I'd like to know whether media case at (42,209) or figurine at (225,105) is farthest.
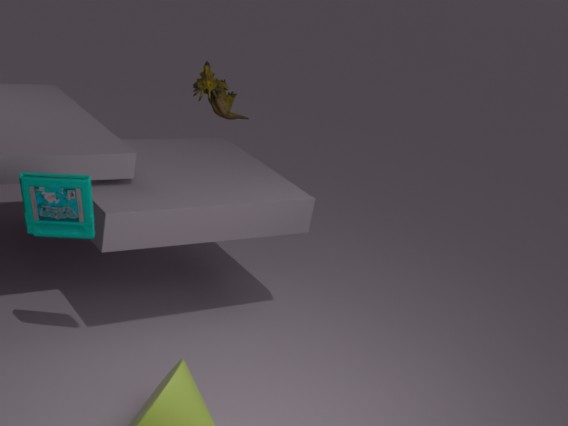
figurine at (225,105)
